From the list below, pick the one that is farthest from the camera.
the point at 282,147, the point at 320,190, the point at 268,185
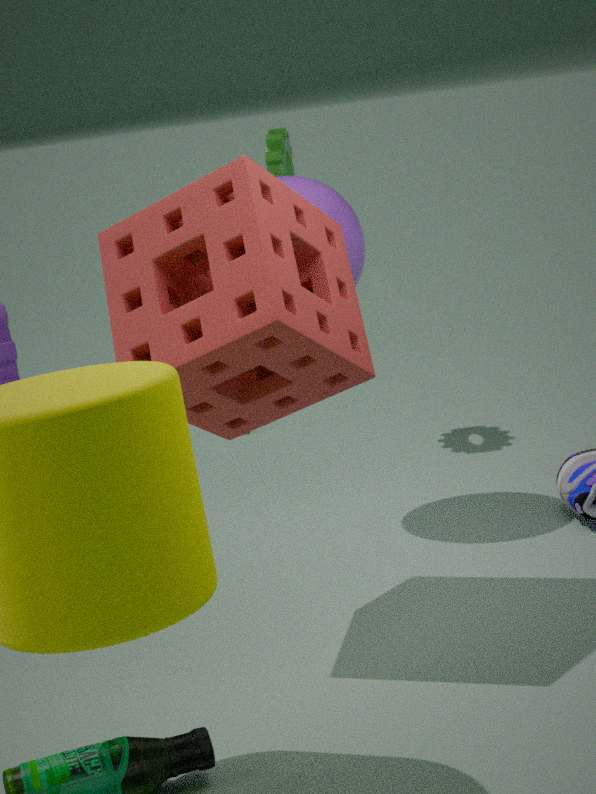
the point at 282,147
